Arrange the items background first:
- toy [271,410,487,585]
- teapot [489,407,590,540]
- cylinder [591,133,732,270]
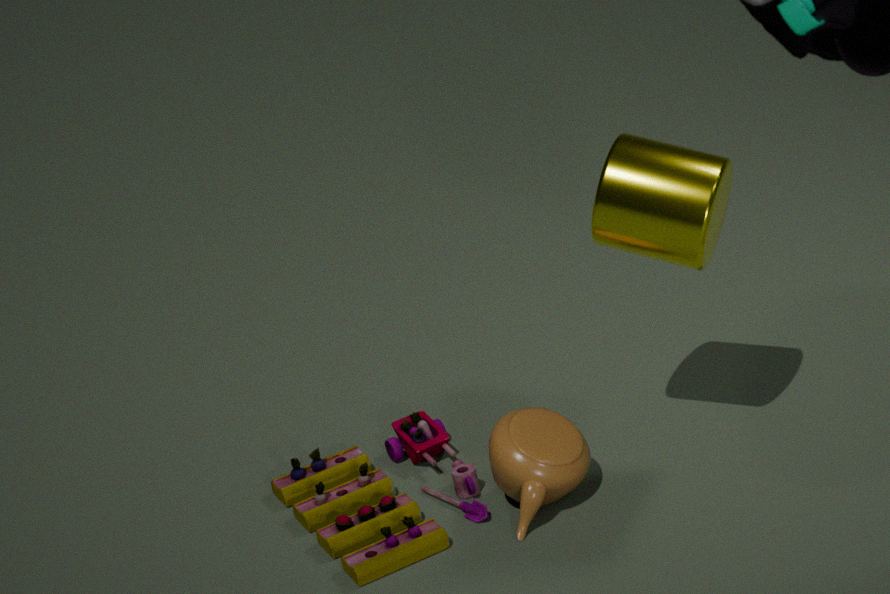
teapot [489,407,590,540]
toy [271,410,487,585]
cylinder [591,133,732,270]
